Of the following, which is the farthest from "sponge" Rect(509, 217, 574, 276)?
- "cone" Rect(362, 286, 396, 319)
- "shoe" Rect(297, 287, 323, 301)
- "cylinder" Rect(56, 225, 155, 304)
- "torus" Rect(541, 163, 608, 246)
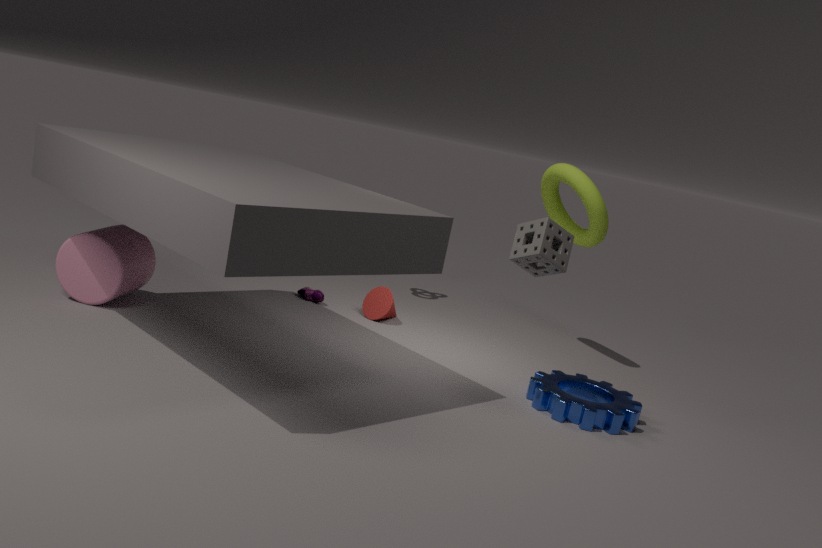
"cylinder" Rect(56, 225, 155, 304)
